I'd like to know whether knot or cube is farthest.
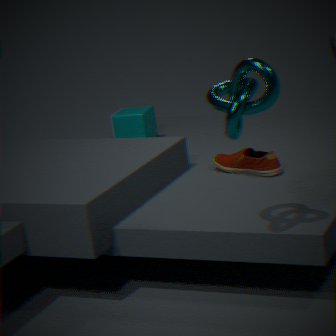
cube
